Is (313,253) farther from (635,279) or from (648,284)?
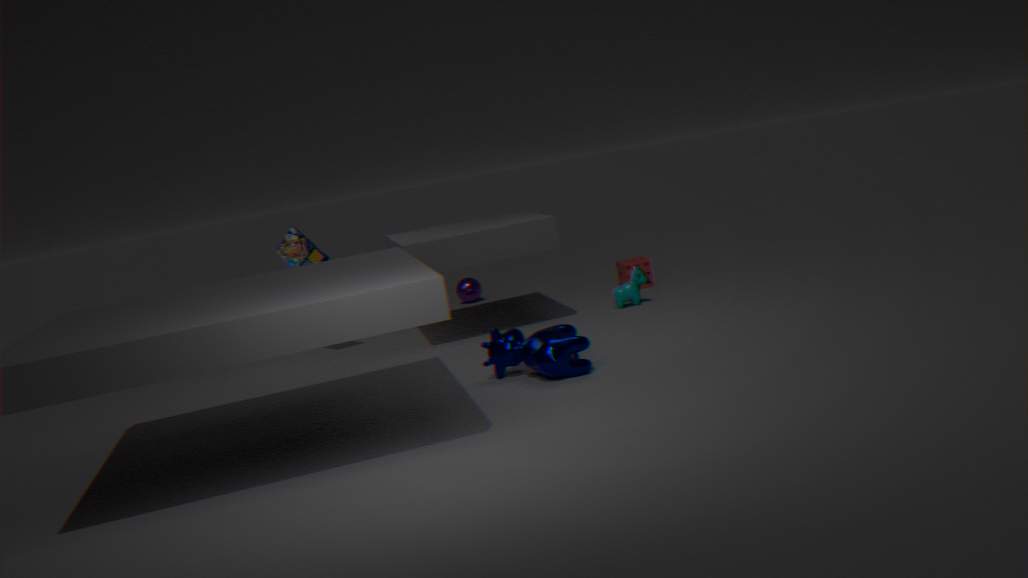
(648,284)
